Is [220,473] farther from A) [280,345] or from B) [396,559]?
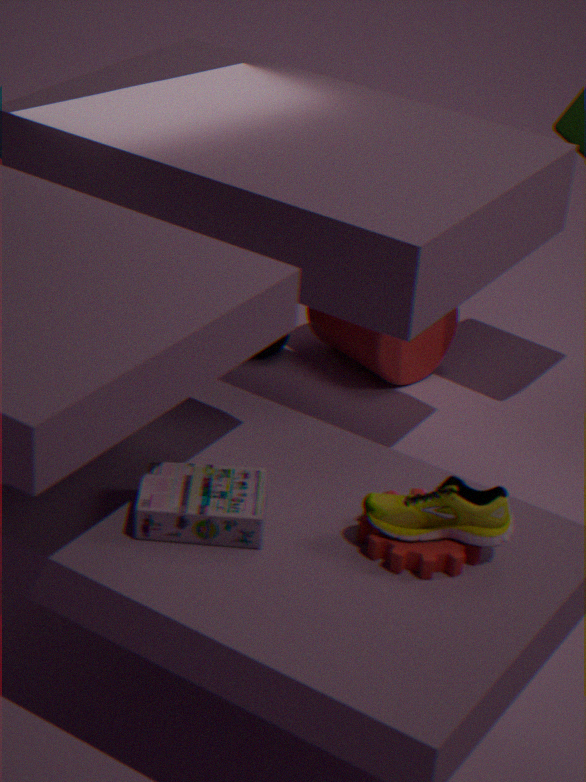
A) [280,345]
